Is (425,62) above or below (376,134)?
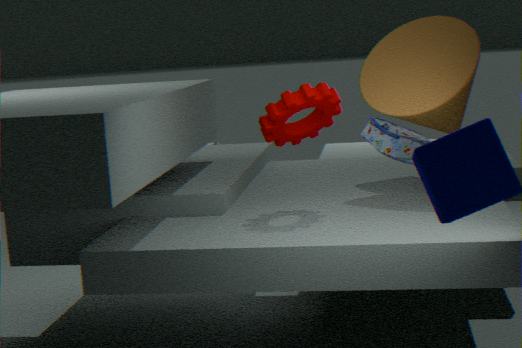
above
